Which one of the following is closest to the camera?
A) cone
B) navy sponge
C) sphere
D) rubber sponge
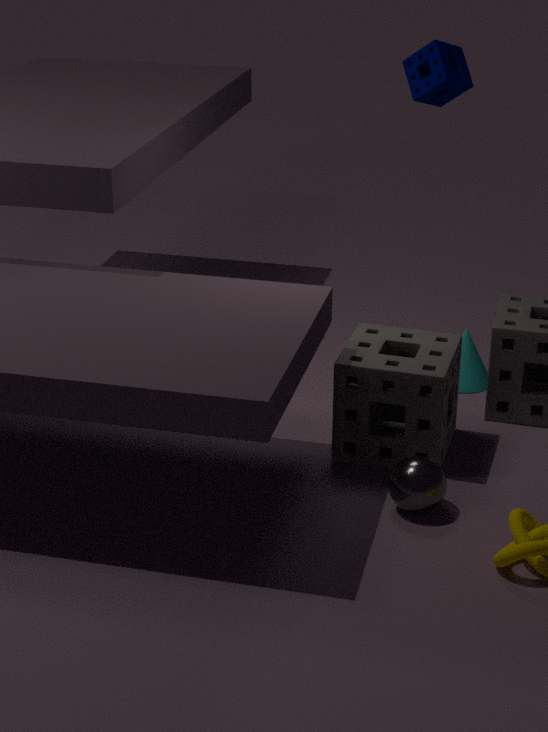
sphere
